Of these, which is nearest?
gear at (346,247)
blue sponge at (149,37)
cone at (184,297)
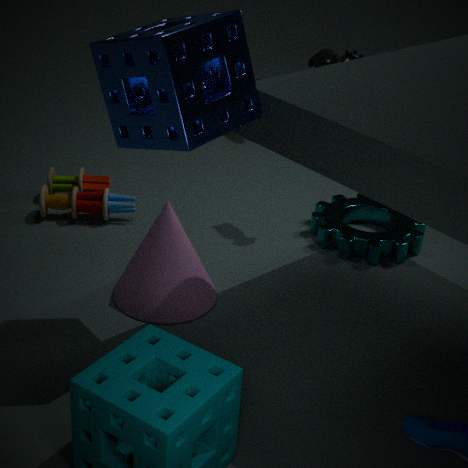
blue sponge at (149,37)
